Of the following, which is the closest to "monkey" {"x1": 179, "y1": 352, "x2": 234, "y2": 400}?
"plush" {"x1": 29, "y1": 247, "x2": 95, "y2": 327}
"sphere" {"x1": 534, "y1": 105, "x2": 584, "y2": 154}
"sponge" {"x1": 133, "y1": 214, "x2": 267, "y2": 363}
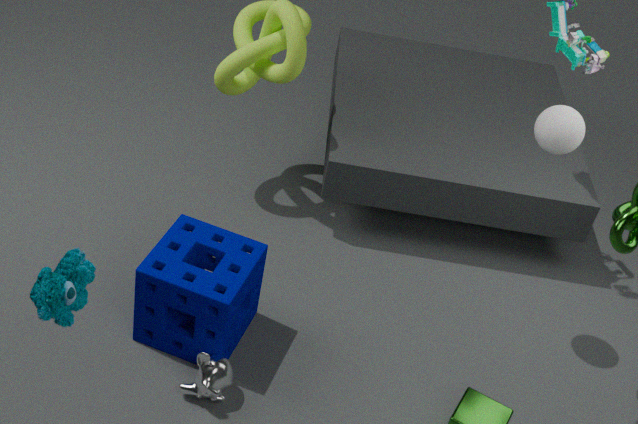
"sponge" {"x1": 133, "y1": 214, "x2": 267, "y2": 363}
